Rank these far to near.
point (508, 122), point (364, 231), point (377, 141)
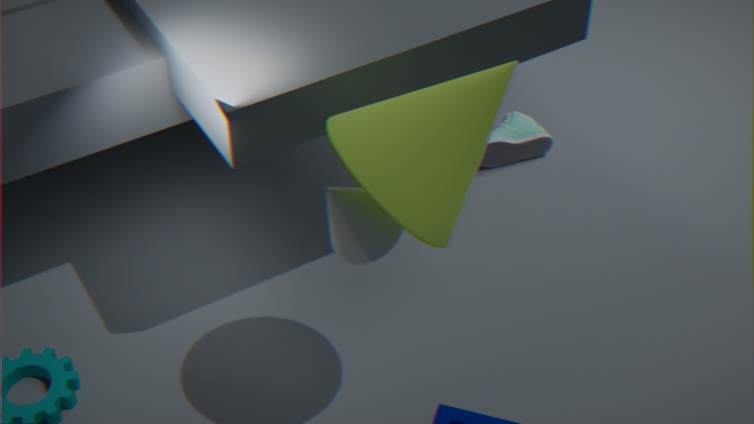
point (508, 122), point (364, 231), point (377, 141)
